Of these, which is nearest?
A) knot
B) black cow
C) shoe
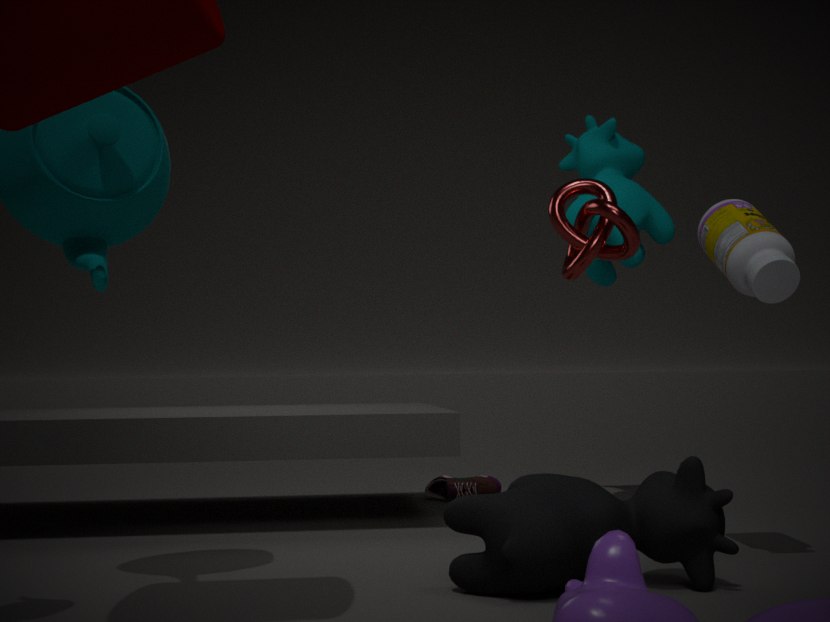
black cow
